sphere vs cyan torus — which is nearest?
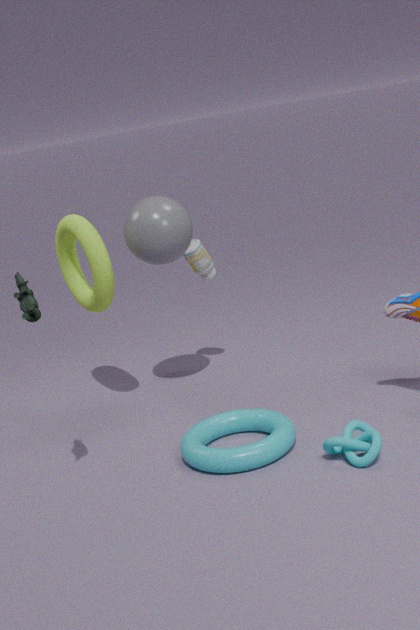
cyan torus
